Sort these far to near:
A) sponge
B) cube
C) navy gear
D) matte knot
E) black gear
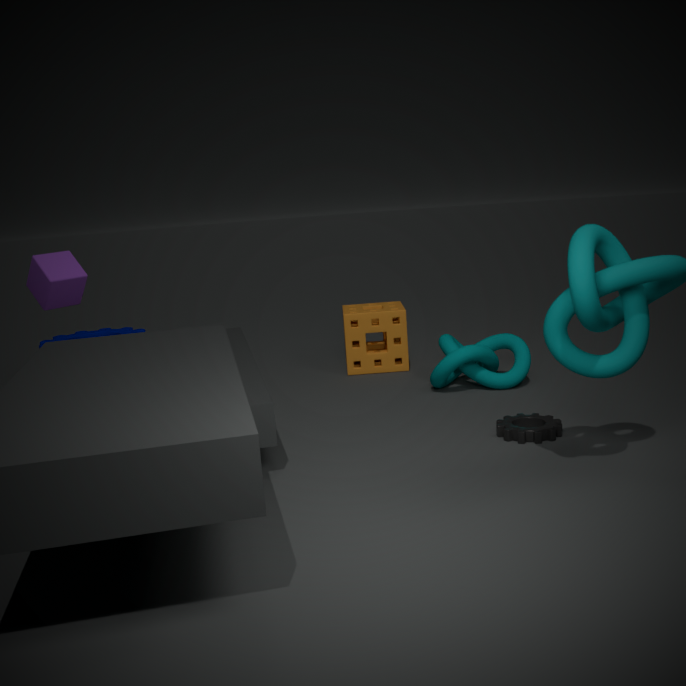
sponge, navy gear, matte knot, cube, black gear
